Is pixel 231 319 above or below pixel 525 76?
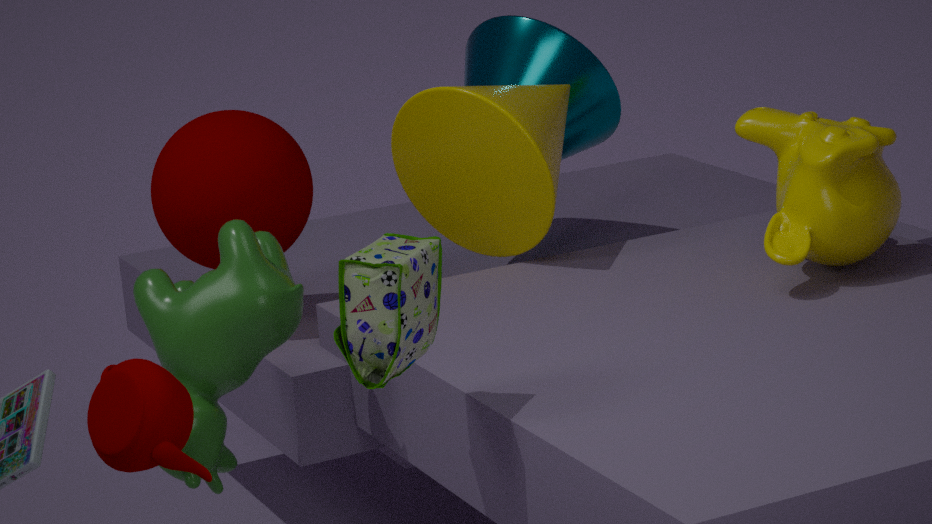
below
